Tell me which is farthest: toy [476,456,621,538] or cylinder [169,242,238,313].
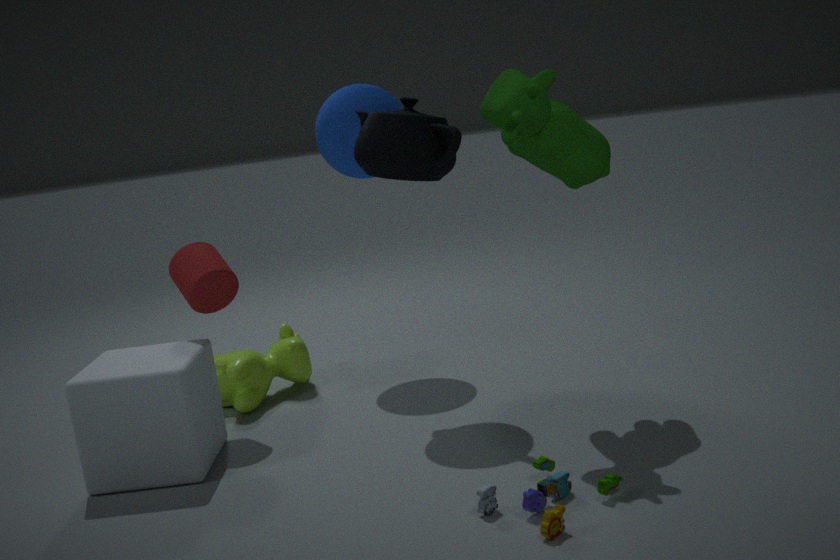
cylinder [169,242,238,313]
